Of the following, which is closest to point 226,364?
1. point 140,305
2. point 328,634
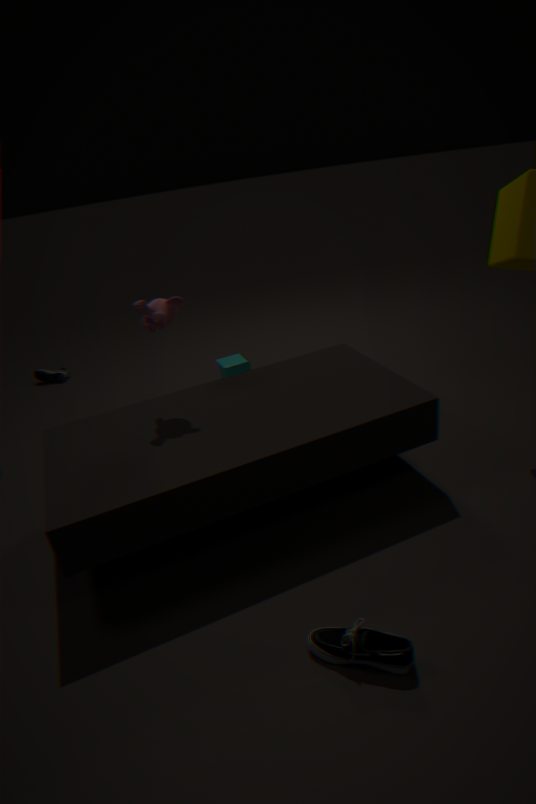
point 140,305
